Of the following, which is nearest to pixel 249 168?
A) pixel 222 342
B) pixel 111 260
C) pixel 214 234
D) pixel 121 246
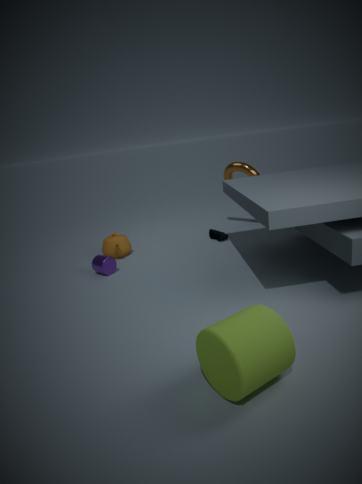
pixel 214 234
